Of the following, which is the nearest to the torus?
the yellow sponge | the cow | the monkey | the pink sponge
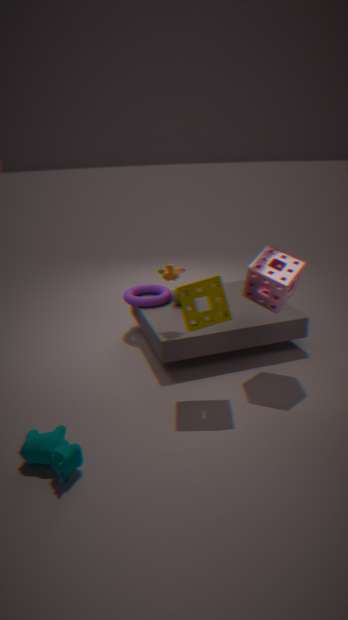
the monkey
